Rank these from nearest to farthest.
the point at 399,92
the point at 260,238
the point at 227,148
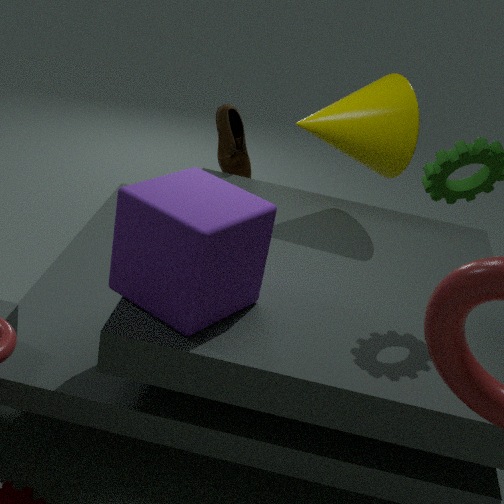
the point at 260,238 → the point at 399,92 → the point at 227,148
